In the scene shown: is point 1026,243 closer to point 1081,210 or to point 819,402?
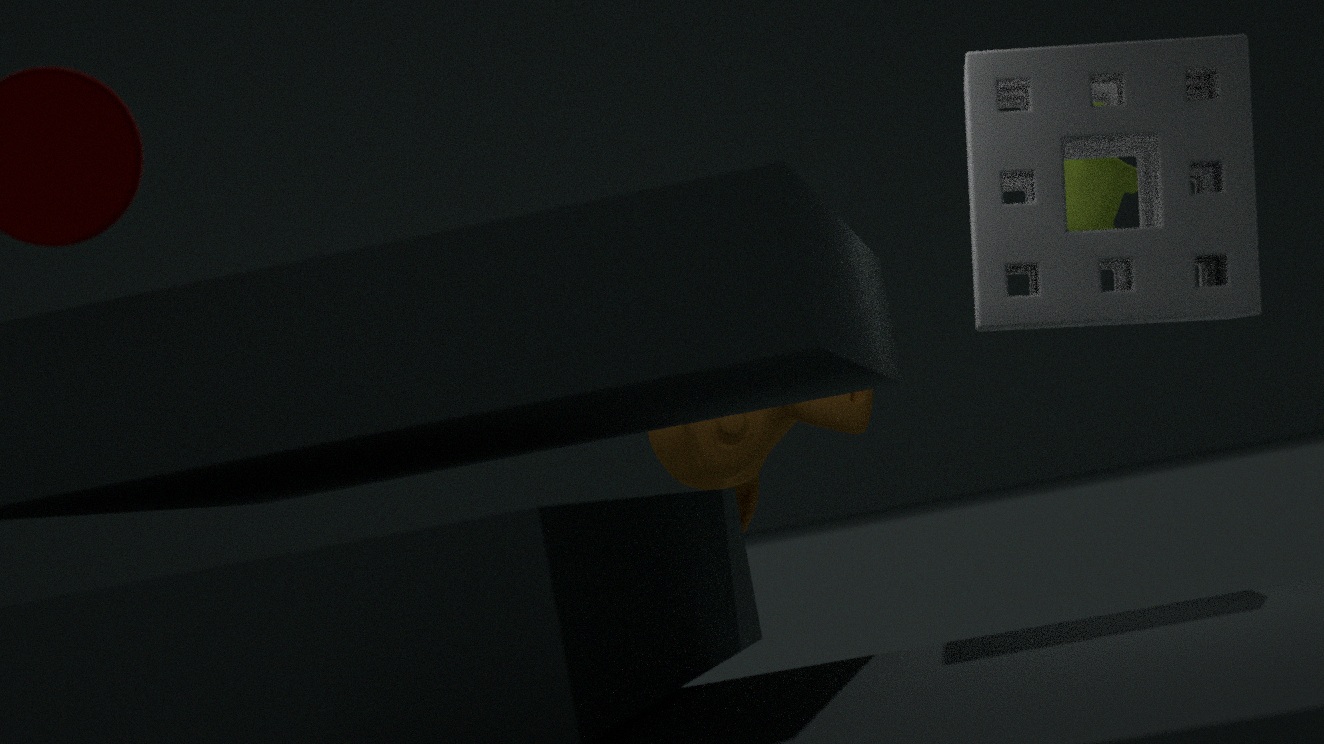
point 1081,210
